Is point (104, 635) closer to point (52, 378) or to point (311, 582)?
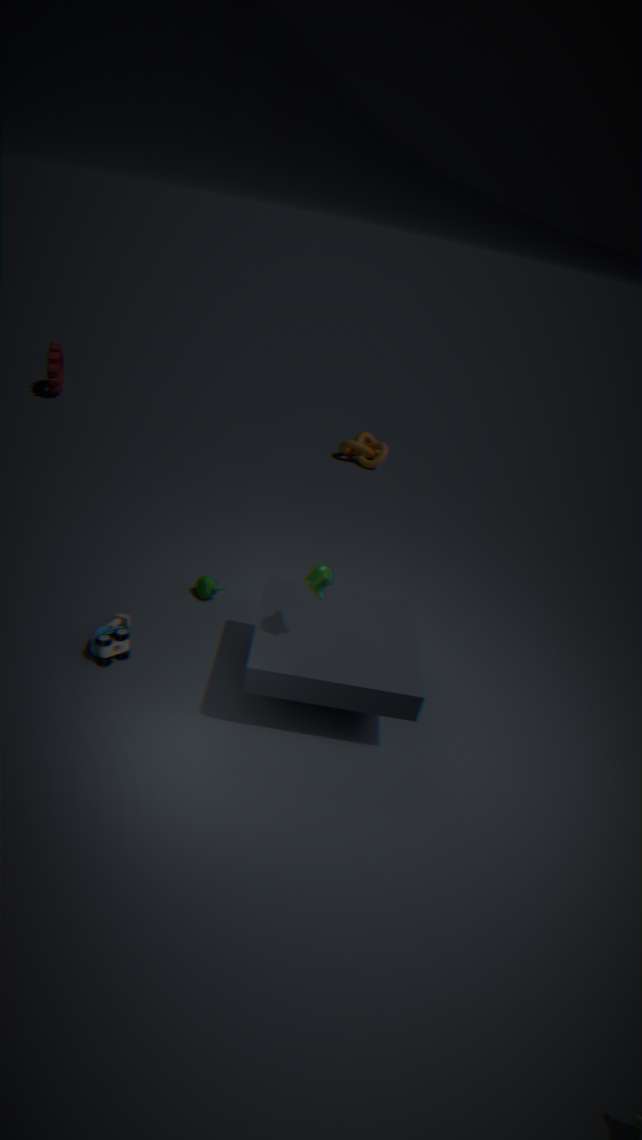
point (311, 582)
